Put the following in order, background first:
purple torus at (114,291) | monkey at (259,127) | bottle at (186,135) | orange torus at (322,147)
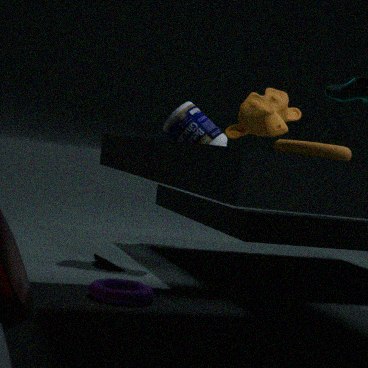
monkey at (259,127)
bottle at (186,135)
purple torus at (114,291)
orange torus at (322,147)
